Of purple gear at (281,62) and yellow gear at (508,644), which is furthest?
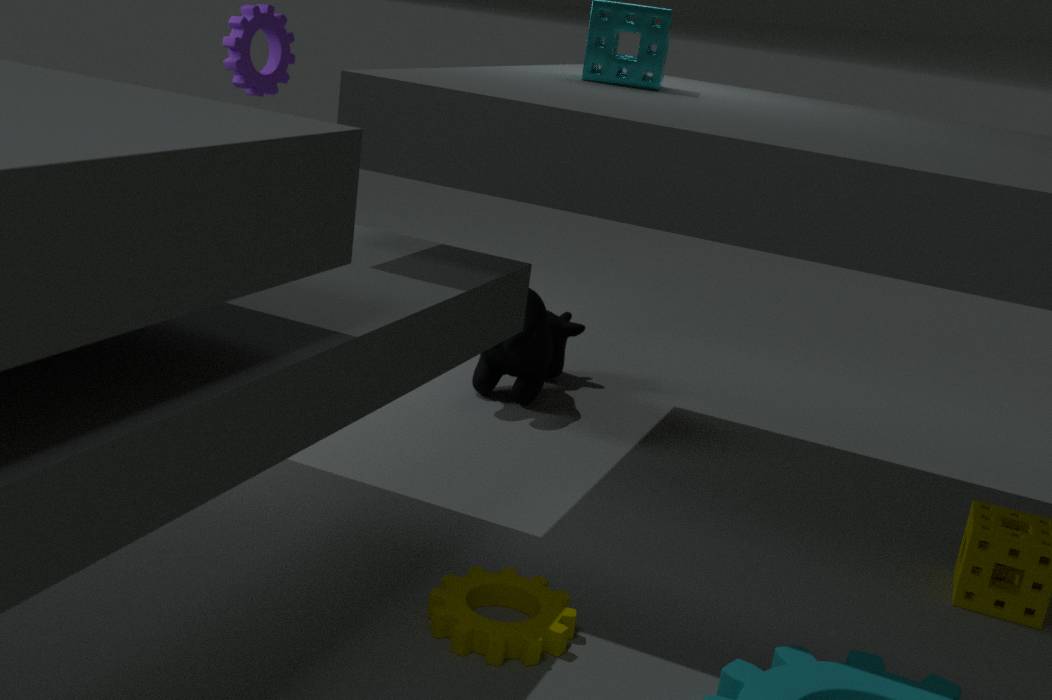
purple gear at (281,62)
